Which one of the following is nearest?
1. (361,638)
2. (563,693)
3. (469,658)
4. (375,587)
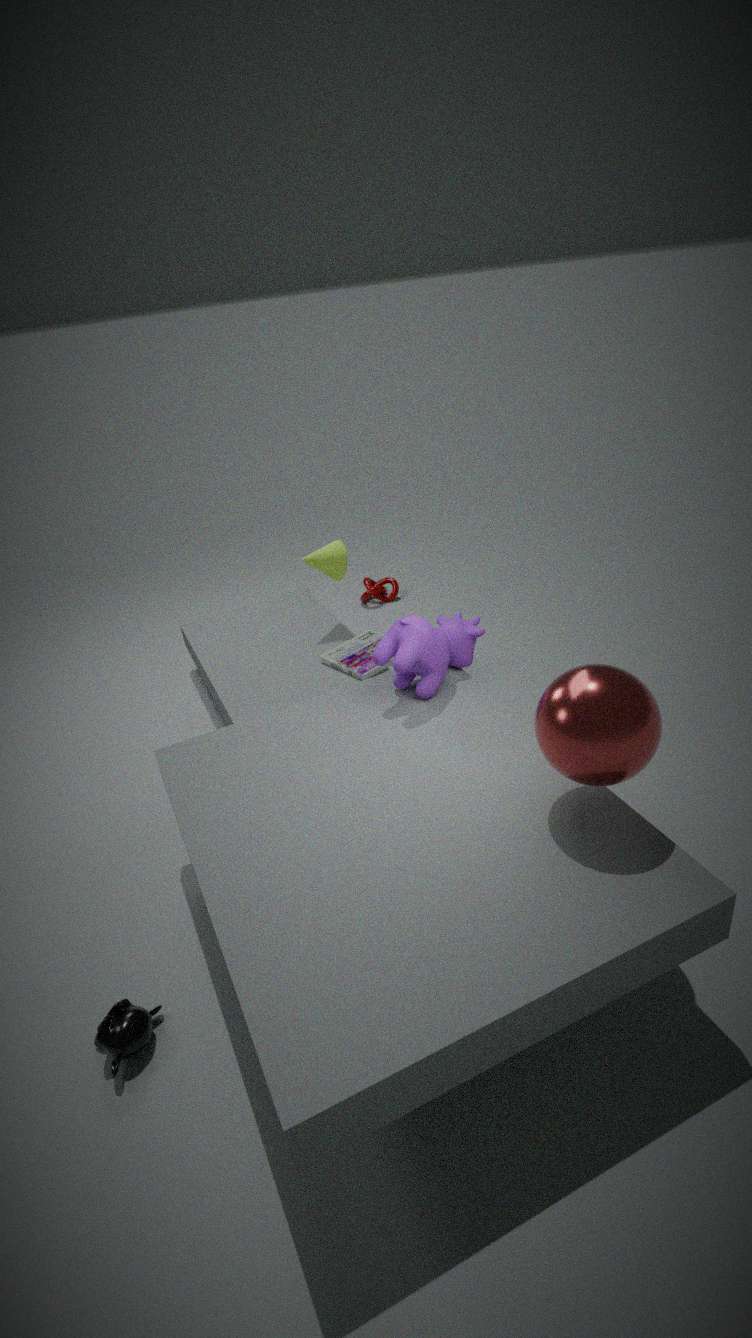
(563,693)
